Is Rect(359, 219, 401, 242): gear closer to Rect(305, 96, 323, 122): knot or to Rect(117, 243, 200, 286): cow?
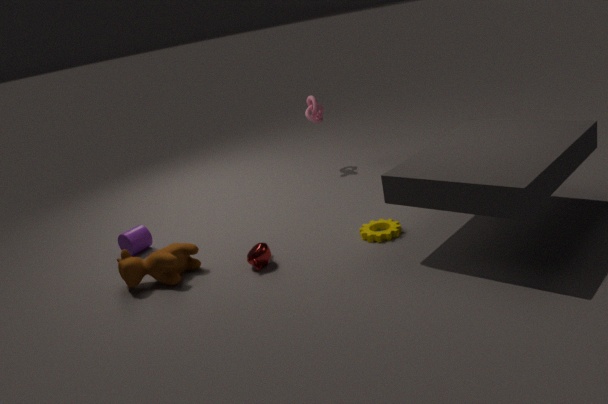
Rect(117, 243, 200, 286): cow
